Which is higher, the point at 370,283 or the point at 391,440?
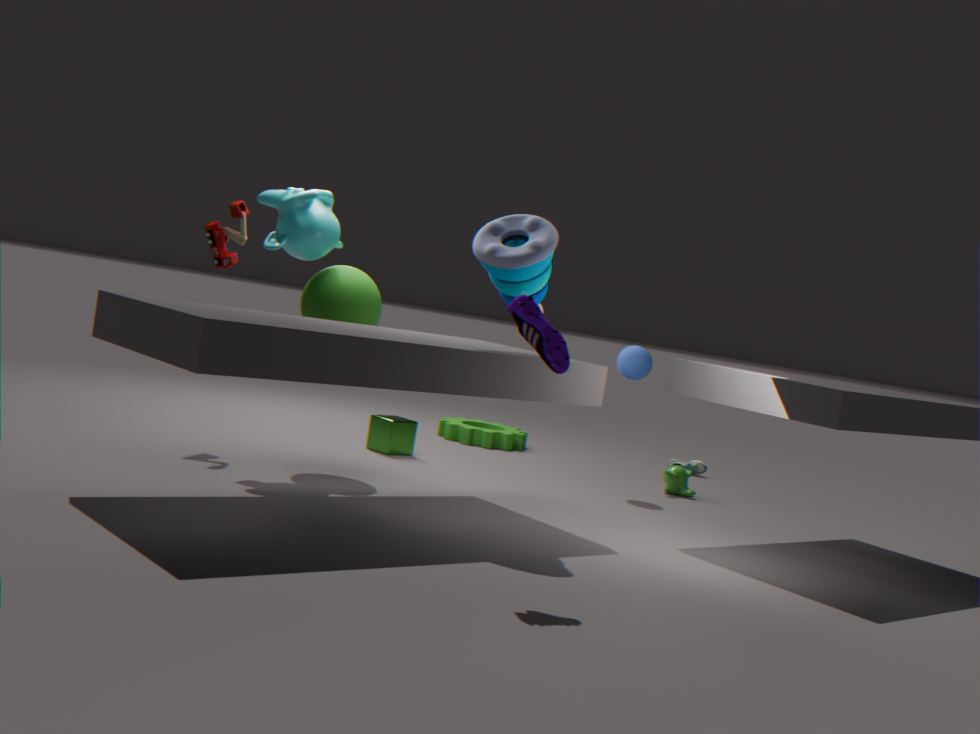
the point at 370,283
